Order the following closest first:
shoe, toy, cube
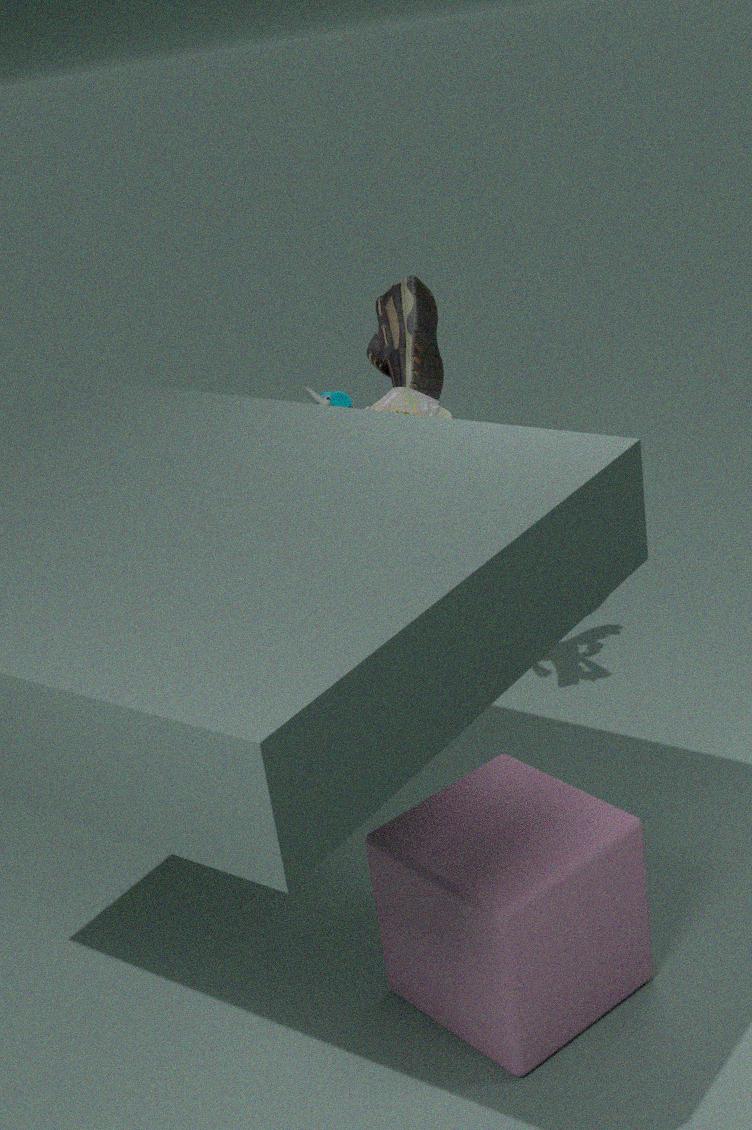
cube → toy → shoe
